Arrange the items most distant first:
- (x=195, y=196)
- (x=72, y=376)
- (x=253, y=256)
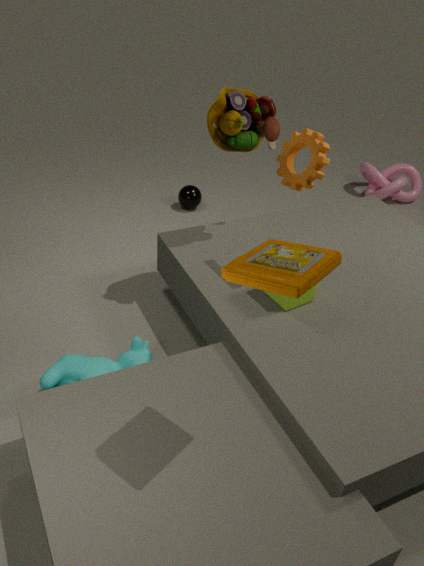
1. (x=195, y=196)
2. (x=72, y=376)
3. (x=253, y=256)
